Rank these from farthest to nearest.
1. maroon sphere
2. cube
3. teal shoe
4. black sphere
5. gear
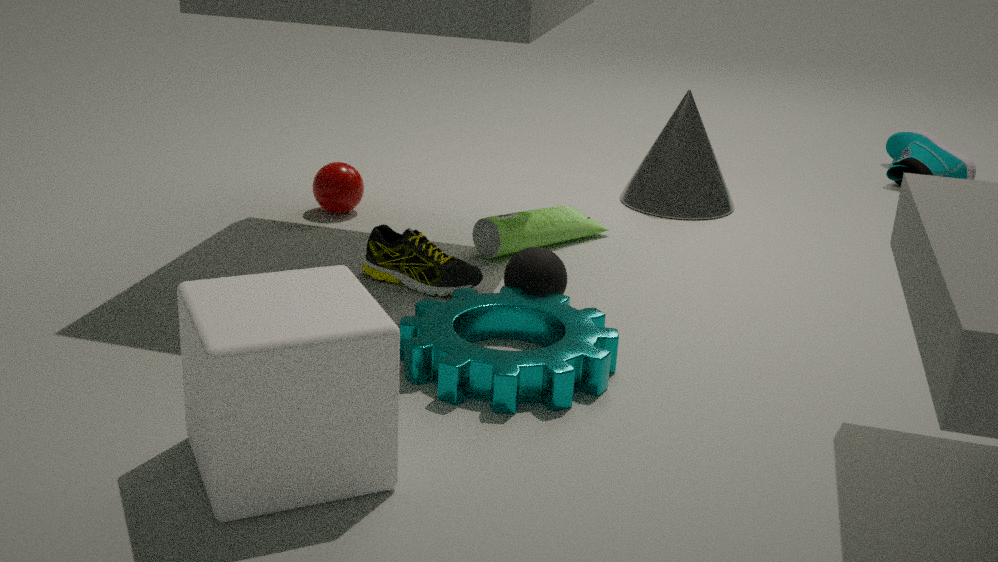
1. teal shoe
2. maroon sphere
3. black sphere
4. gear
5. cube
